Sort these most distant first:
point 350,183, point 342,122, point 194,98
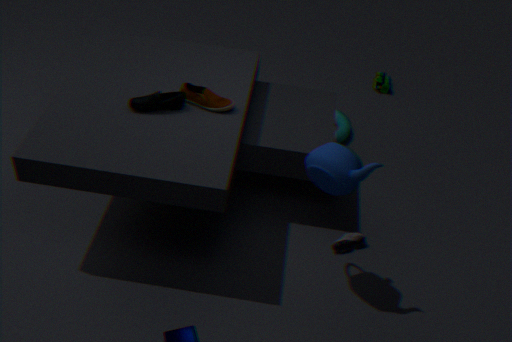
point 342,122 < point 194,98 < point 350,183
